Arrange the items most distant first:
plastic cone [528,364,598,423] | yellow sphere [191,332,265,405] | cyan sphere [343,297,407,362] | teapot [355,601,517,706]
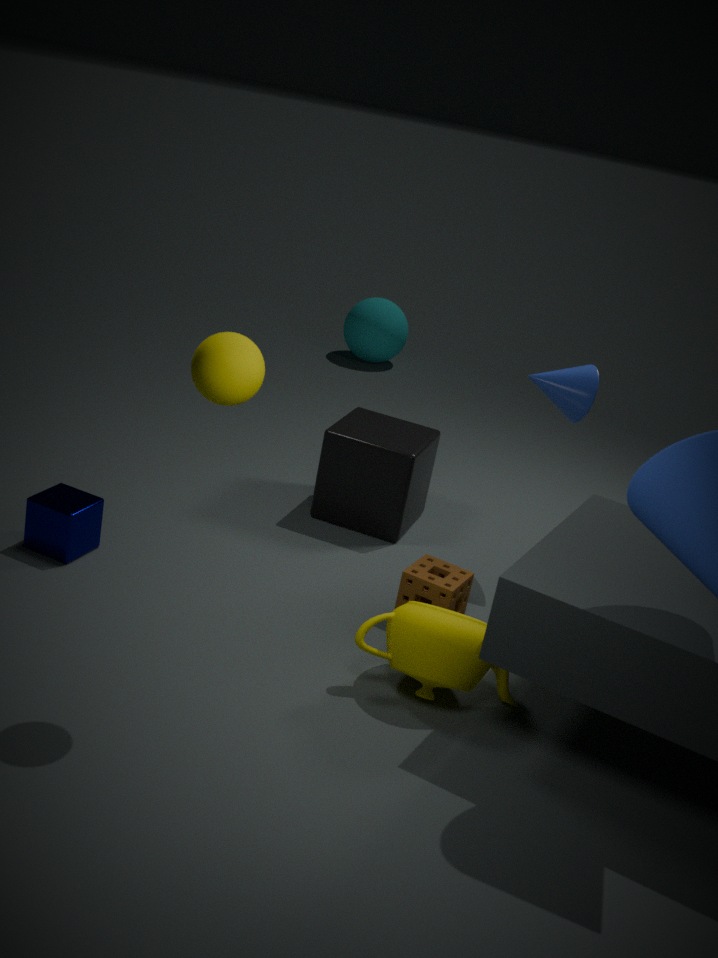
cyan sphere [343,297,407,362] → plastic cone [528,364,598,423] → teapot [355,601,517,706] → yellow sphere [191,332,265,405]
